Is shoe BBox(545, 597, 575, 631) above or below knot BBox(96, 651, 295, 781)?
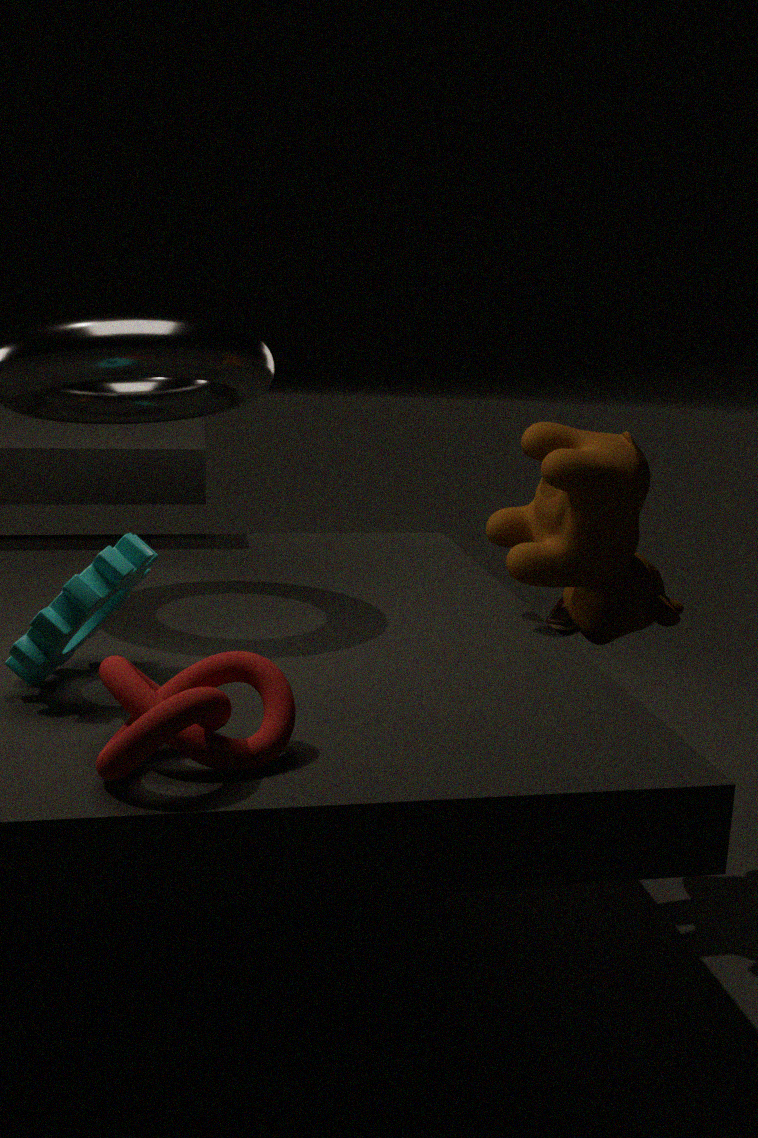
below
